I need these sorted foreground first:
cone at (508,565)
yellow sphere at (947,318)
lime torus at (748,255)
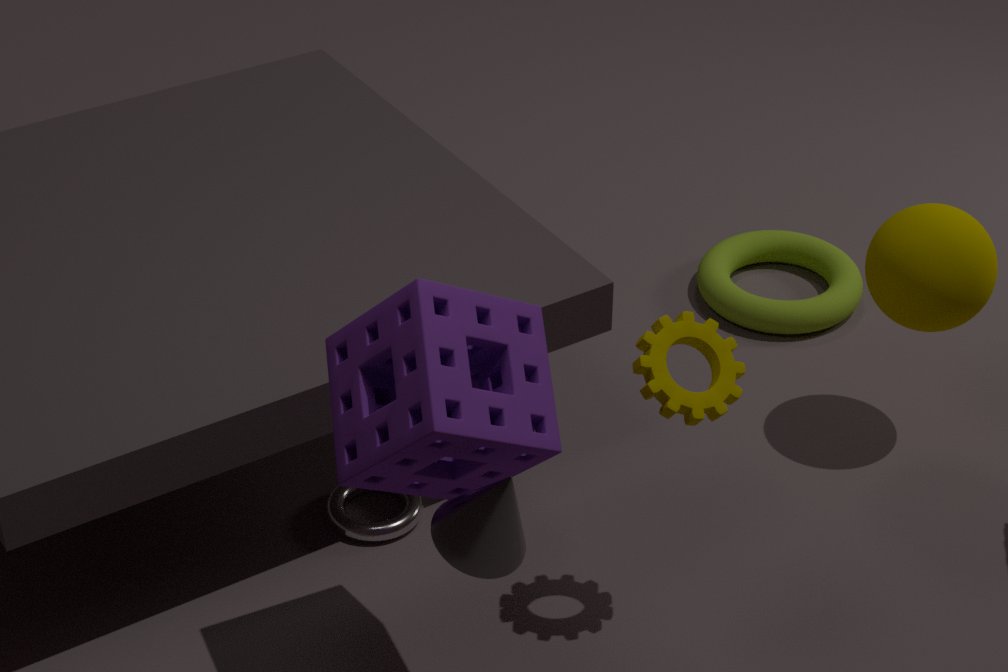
cone at (508,565) → yellow sphere at (947,318) → lime torus at (748,255)
